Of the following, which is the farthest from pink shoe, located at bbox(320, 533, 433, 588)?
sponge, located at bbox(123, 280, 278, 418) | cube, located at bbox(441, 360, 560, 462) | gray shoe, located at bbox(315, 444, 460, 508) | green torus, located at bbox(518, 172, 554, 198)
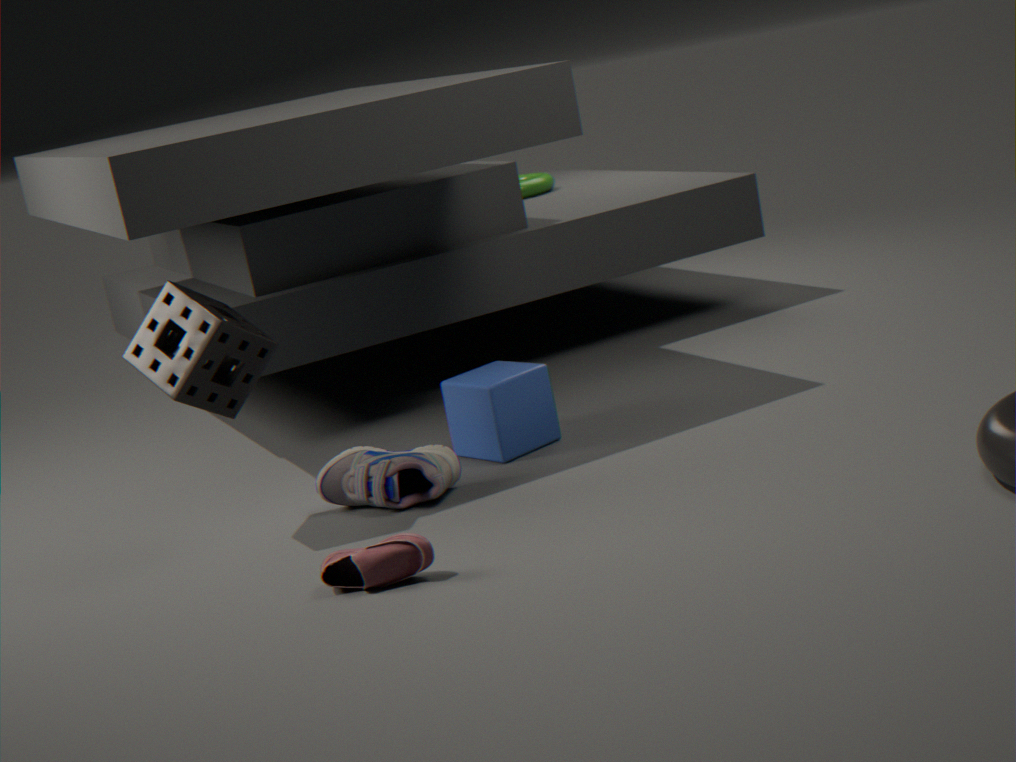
green torus, located at bbox(518, 172, 554, 198)
